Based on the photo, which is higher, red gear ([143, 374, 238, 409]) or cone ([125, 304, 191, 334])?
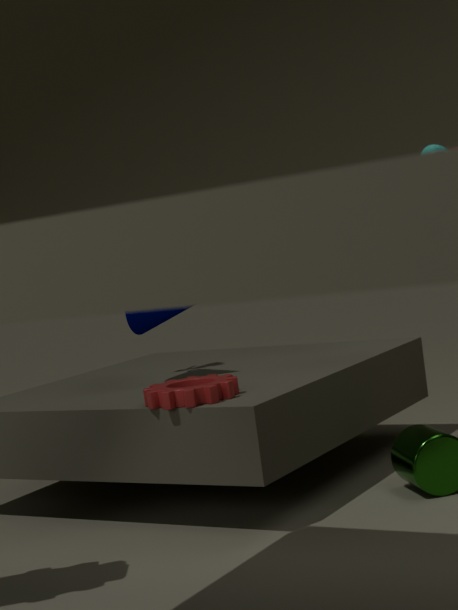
cone ([125, 304, 191, 334])
